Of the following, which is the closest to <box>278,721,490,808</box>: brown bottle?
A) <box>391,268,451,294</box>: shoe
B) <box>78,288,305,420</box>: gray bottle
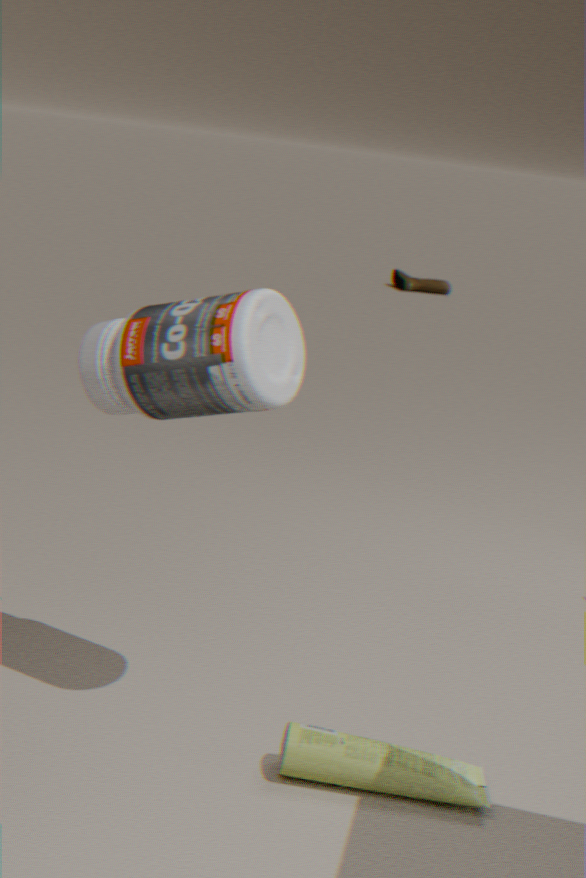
<box>78,288,305,420</box>: gray bottle
